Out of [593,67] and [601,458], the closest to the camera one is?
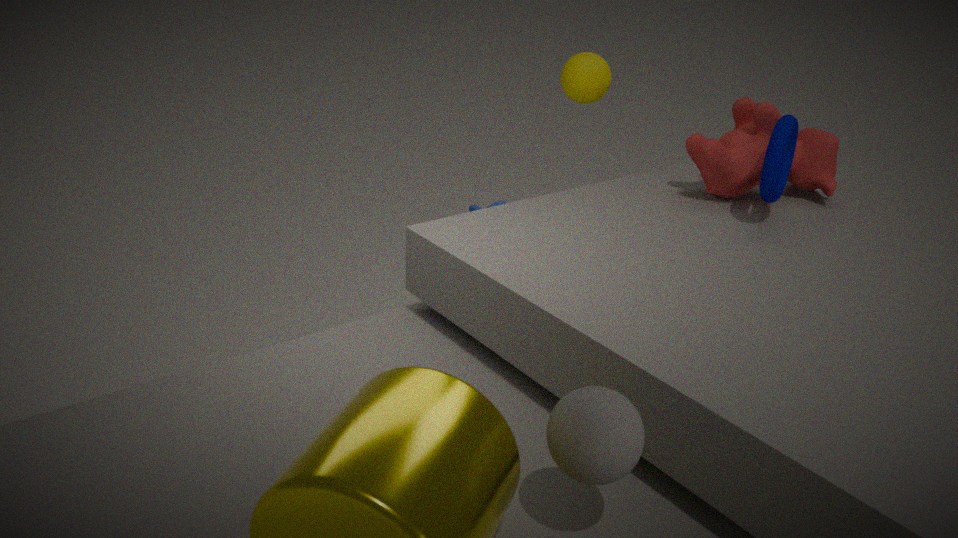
[601,458]
